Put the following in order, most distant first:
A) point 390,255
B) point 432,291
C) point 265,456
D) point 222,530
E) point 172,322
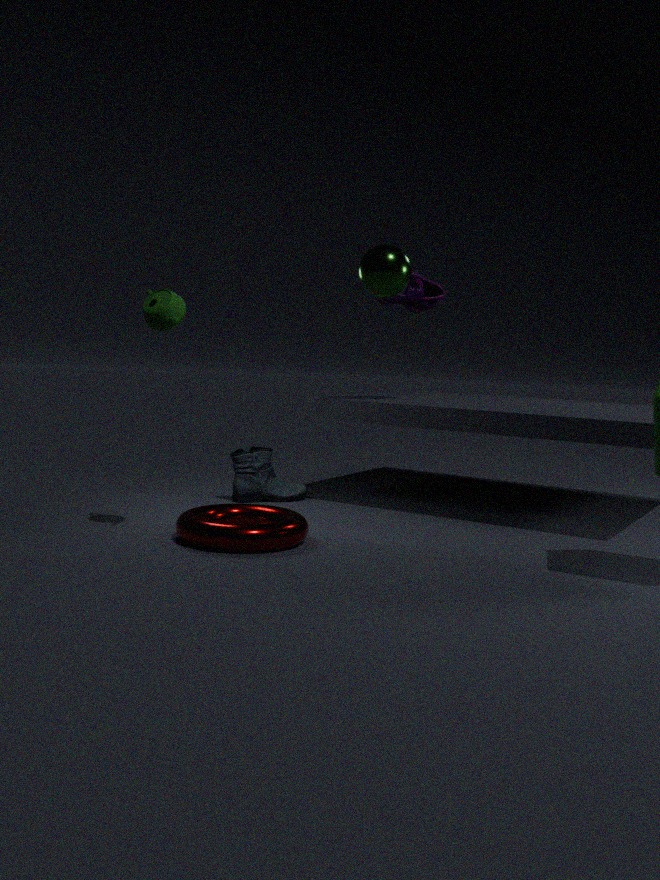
point 432,291 < point 265,456 < point 222,530 < point 172,322 < point 390,255
